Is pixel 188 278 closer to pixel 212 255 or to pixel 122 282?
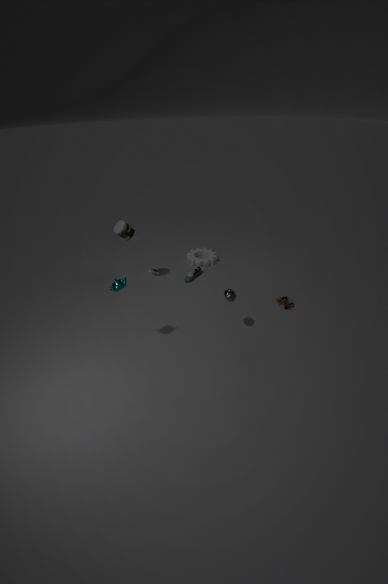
pixel 212 255
